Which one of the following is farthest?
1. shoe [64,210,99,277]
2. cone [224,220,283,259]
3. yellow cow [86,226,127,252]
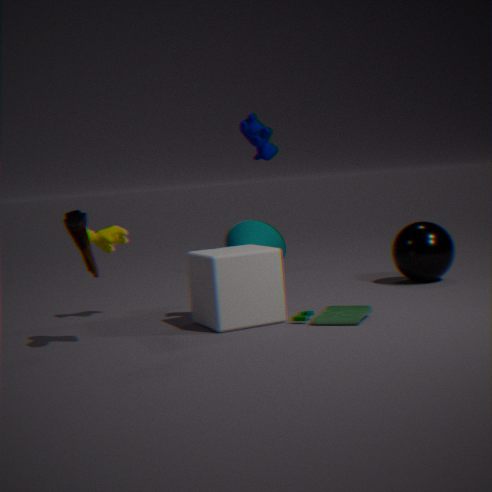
cone [224,220,283,259]
